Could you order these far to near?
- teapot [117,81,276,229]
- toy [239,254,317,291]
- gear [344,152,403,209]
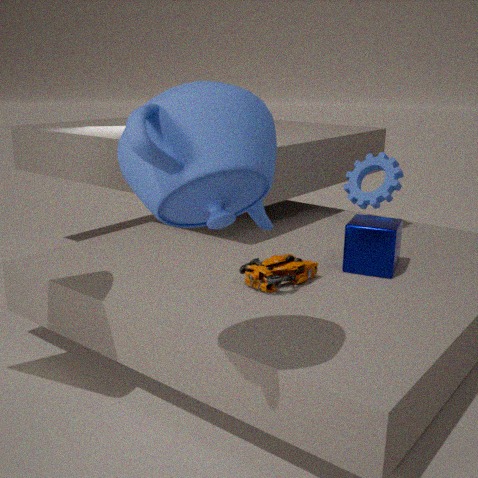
gear [344,152,403,209]
toy [239,254,317,291]
teapot [117,81,276,229]
